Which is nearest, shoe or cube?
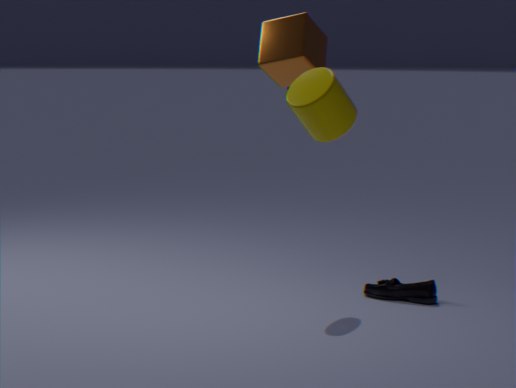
cube
